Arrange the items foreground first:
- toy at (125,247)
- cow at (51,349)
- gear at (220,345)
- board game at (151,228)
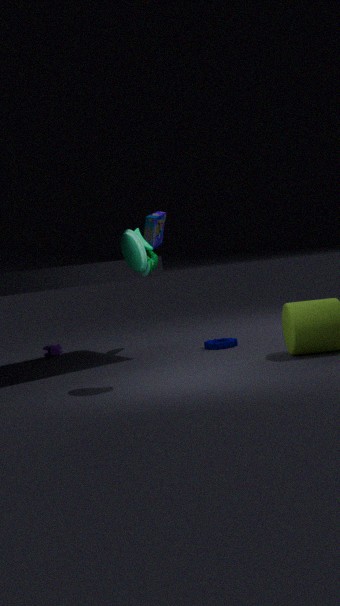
toy at (125,247) → gear at (220,345) → board game at (151,228) → cow at (51,349)
